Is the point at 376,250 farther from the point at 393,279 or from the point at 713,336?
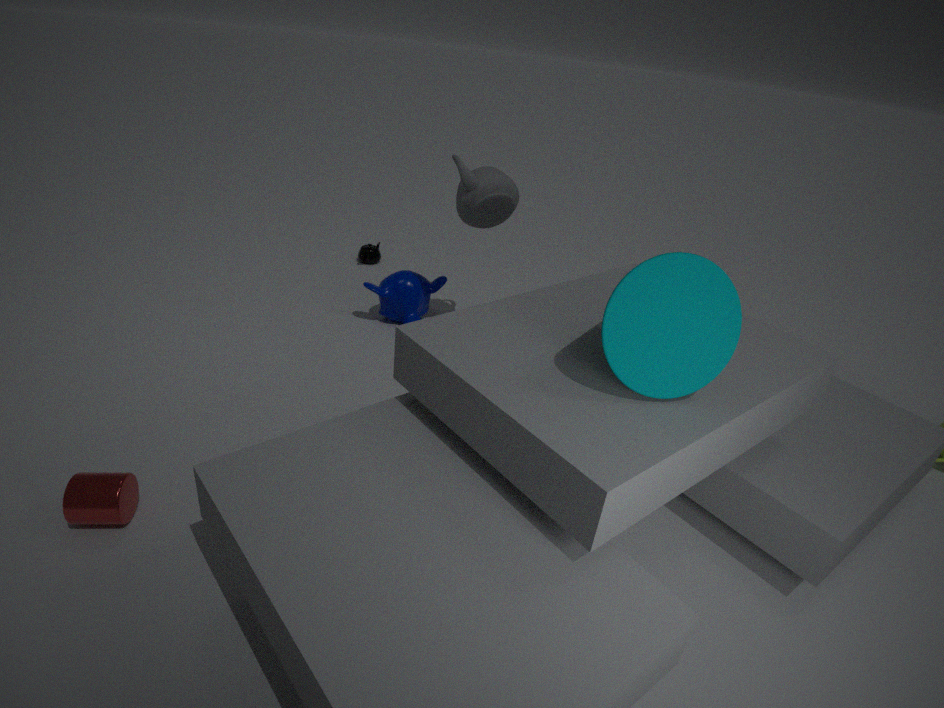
the point at 713,336
